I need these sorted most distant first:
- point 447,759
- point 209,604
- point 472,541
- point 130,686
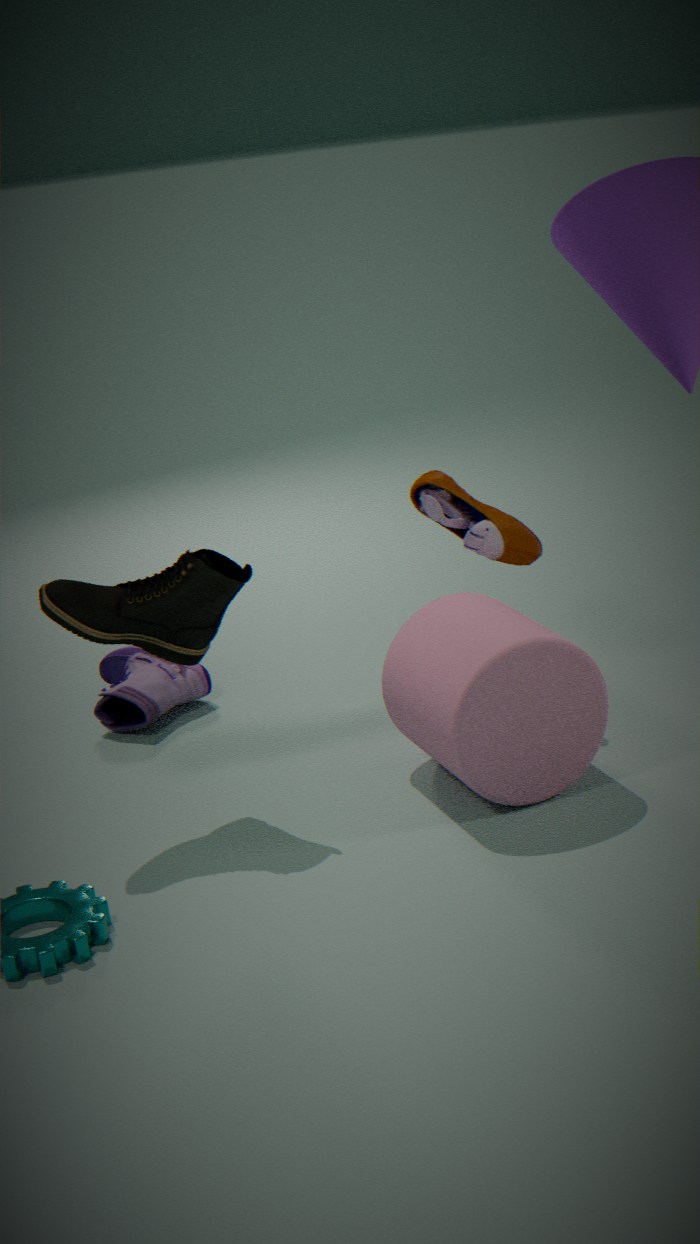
1. point 130,686
2. point 472,541
3. point 209,604
4. point 447,759
